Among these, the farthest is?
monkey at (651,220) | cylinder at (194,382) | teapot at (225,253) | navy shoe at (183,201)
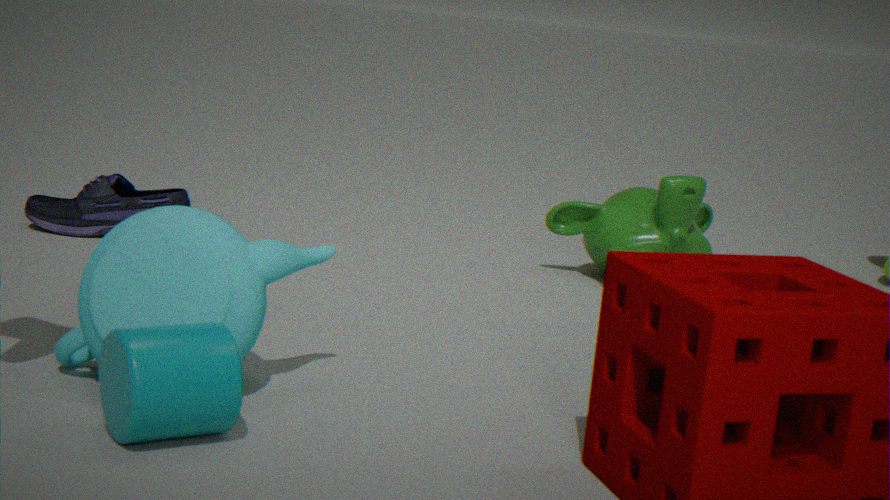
navy shoe at (183,201)
